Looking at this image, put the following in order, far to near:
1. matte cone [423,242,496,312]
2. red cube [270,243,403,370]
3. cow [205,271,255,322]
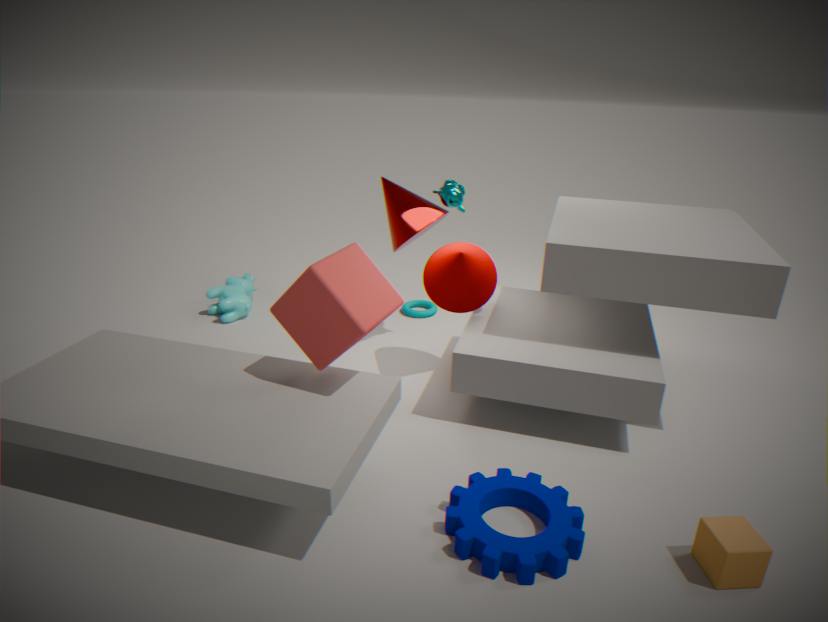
cow [205,271,255,322], matte cone [423,242,496,312], red cube [270,243,403,370]
